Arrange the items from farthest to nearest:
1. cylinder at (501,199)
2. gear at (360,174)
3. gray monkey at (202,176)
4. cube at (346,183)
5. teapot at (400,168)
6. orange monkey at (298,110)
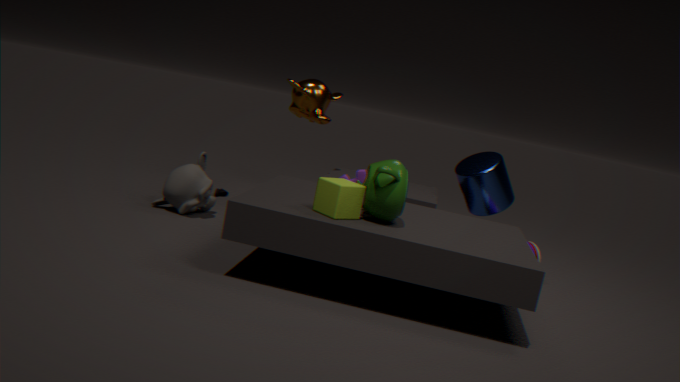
orange monkey at (298,110)
cylinder at (501,199)
gray monkey at (202,176)
gear at (360,174)
teapot at (400,168)
cube at (346,183)
